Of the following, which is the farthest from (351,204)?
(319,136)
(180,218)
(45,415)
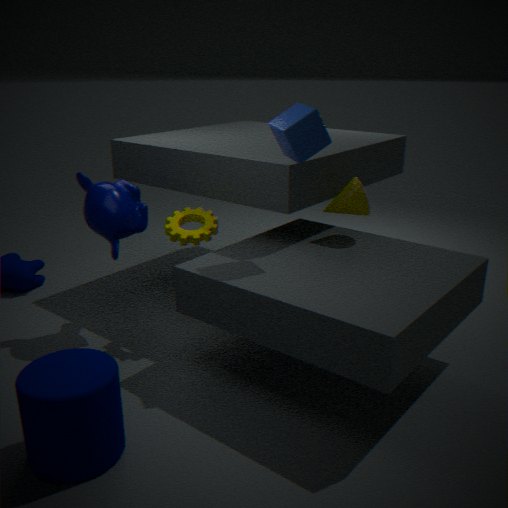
(45,415)
